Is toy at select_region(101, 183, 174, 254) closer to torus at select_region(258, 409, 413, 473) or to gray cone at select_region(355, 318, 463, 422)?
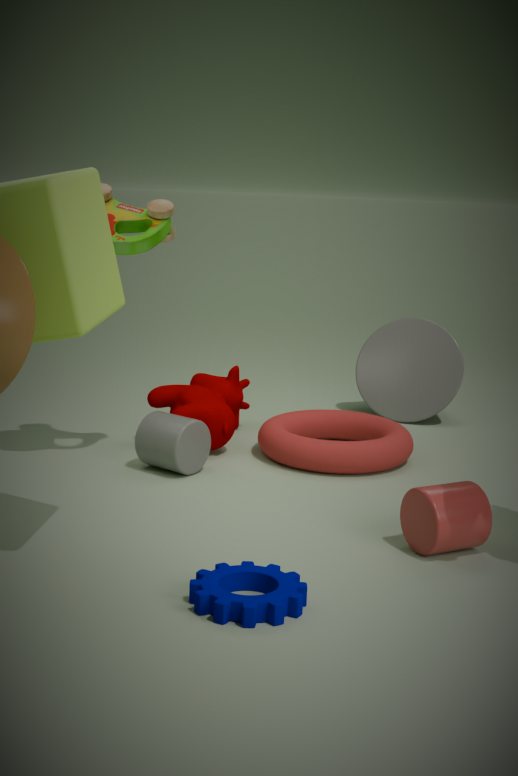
torus at select_region(258, 409, 413, 473)
